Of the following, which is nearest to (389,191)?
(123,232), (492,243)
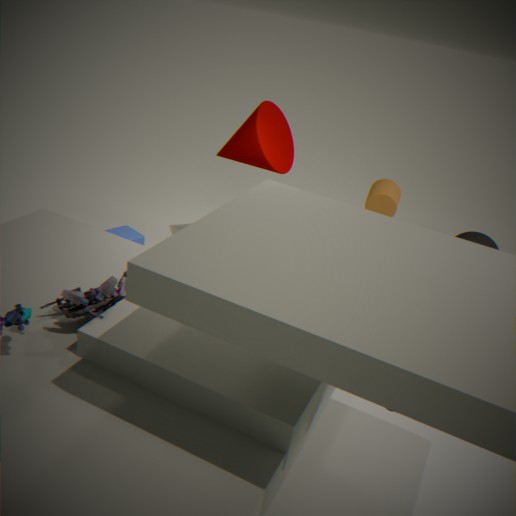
(492,243)
